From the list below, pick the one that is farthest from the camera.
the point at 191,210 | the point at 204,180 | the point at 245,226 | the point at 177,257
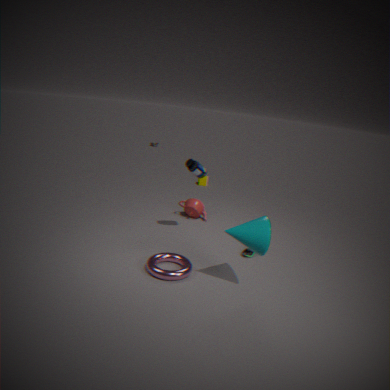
the point at 204,180
